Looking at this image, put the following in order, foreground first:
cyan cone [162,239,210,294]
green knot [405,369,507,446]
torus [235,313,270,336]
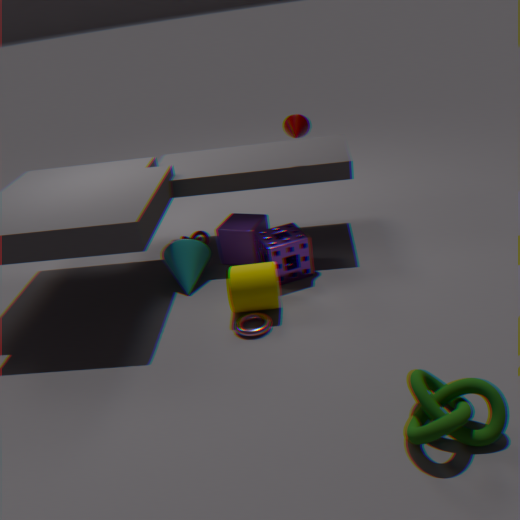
green knot [405,369,507,446]
torus [235,313,270,336]
cyan cone [162,239,210,294]
